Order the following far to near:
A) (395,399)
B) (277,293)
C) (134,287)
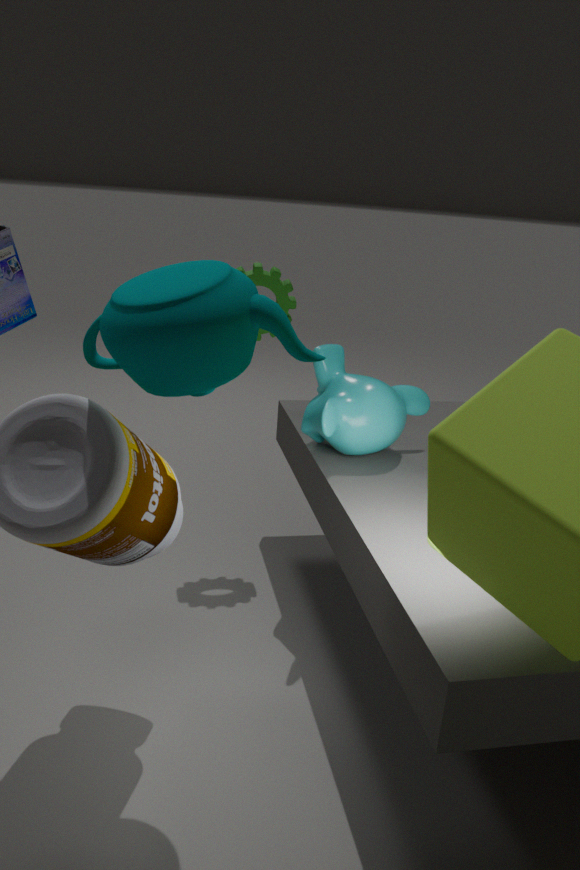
(277,293)
(395,399)
(134,287)
